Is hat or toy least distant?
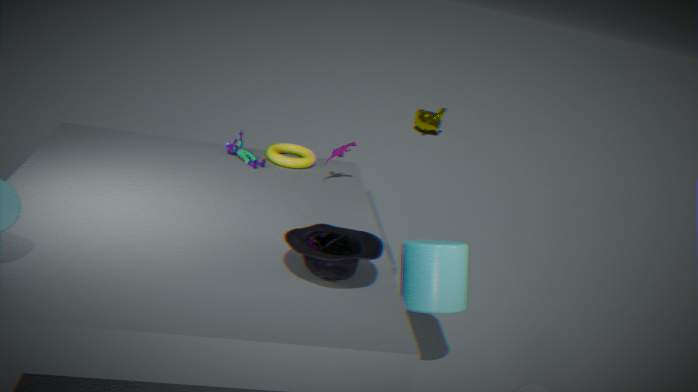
hat
